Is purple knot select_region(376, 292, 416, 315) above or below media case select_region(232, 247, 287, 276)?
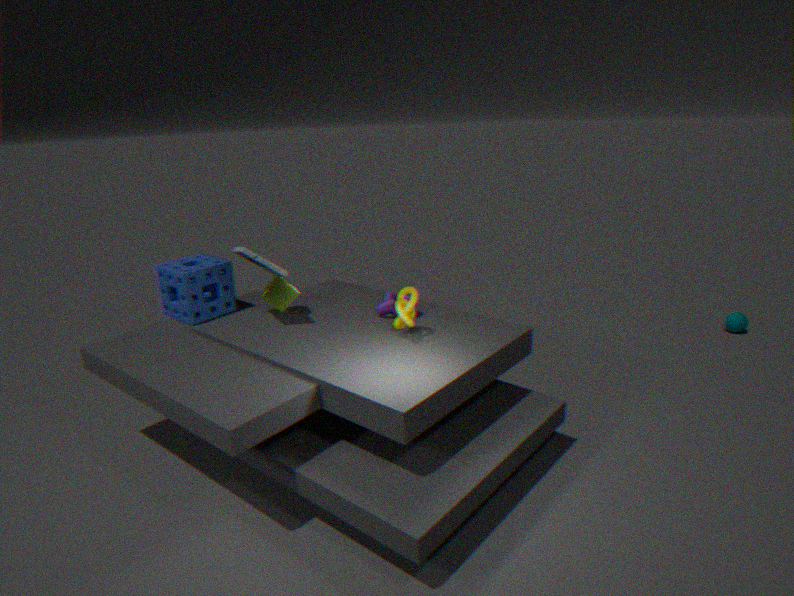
below
